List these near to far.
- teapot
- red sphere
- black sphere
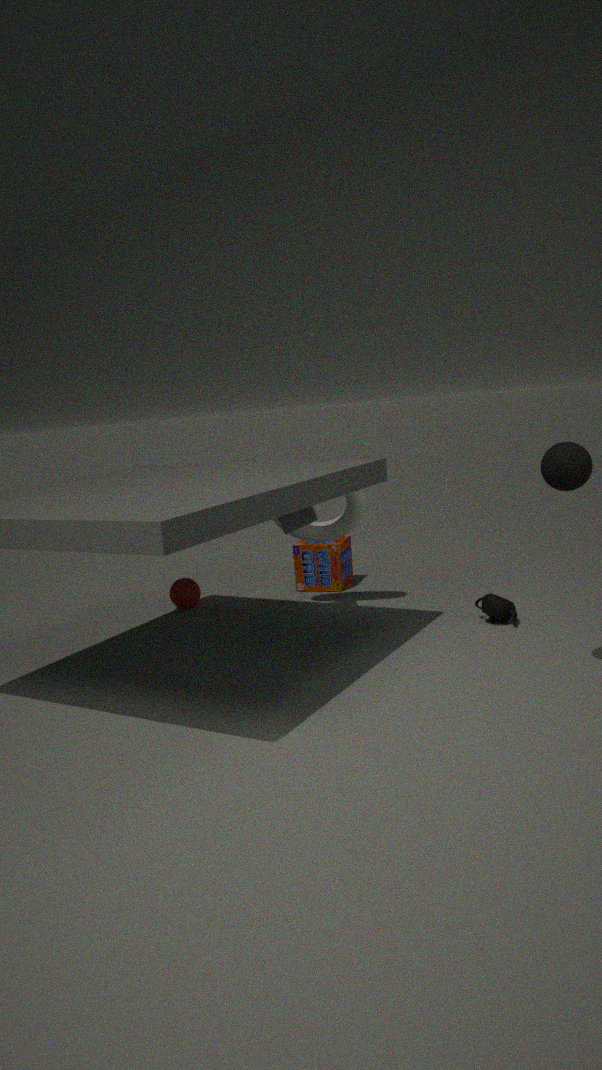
1. black sphere
2. teapot
3. red sphere
